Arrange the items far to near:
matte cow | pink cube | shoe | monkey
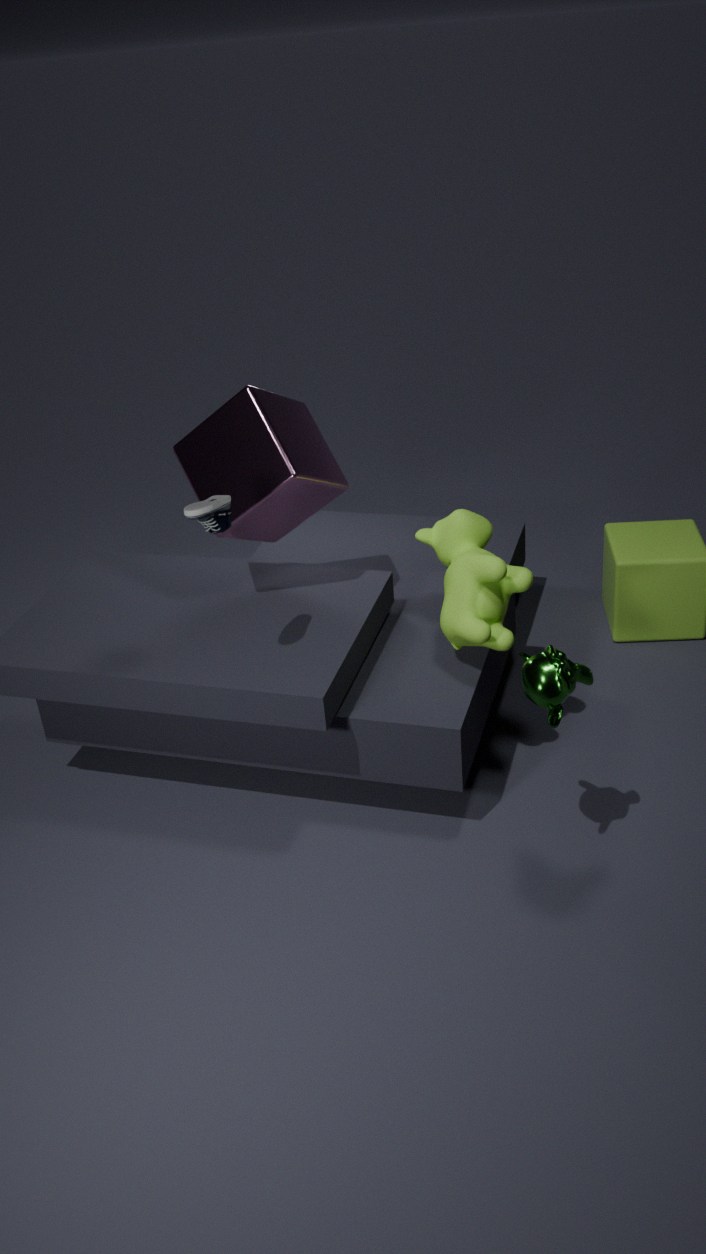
pink cube → matte cow → shoe → monkey
